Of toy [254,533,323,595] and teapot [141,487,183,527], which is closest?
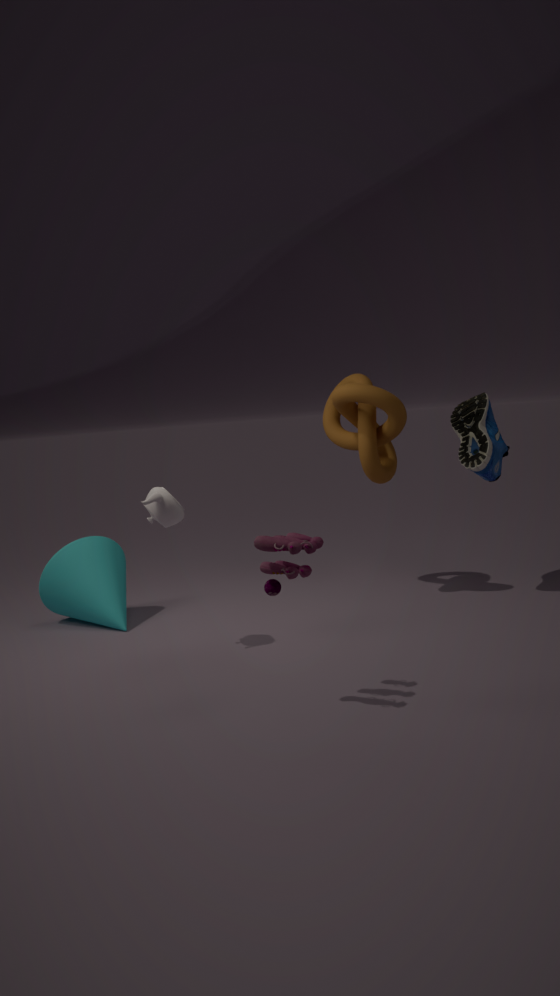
toy [254,533,323,595]
